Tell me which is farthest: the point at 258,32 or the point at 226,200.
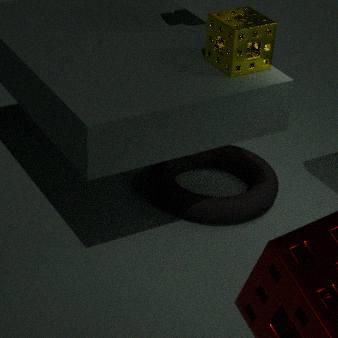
the point at 226,200
